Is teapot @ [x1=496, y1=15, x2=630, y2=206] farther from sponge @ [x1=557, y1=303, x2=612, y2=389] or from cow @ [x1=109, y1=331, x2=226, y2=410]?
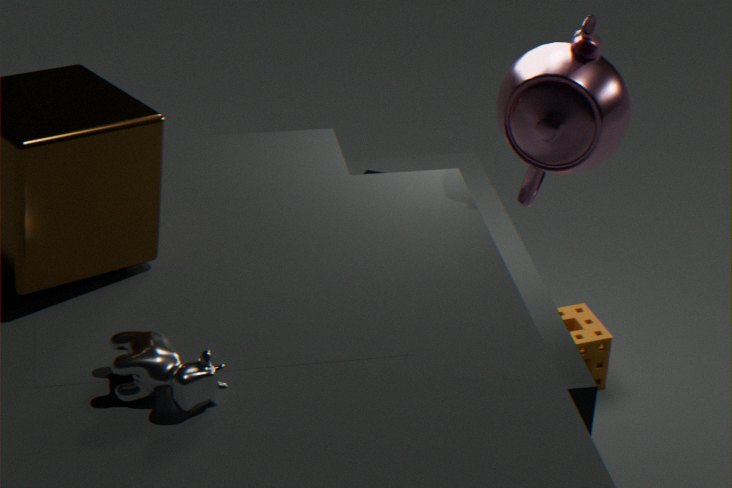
cow @ [x1=109, y1=331, x2=226, y2=410]
